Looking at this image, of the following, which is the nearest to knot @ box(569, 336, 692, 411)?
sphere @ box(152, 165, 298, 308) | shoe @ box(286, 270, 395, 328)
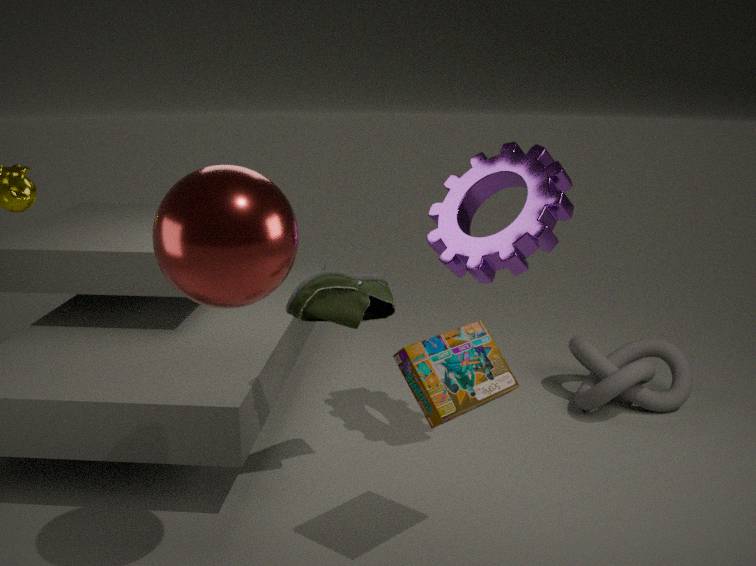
shoe @ box(286, 270, 395, 328)
